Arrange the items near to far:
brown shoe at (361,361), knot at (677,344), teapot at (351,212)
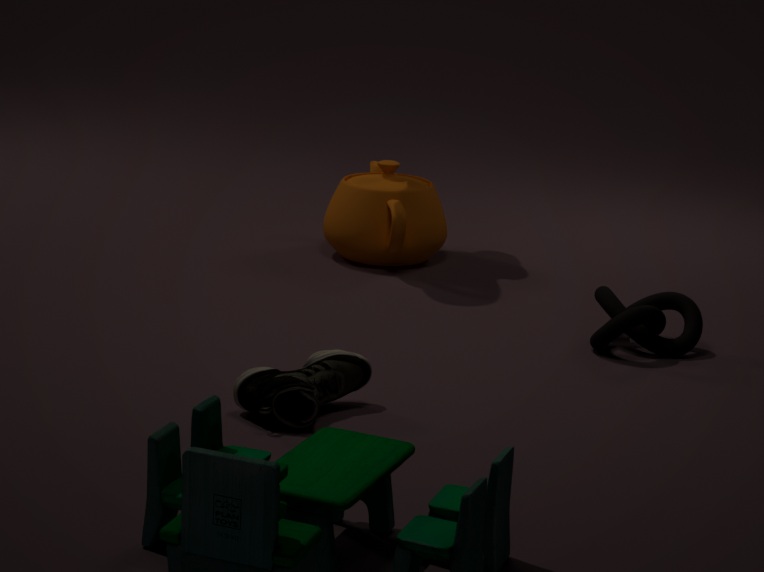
brown shoe at (361,361), knot at (677,344), teapot at (351,212)
